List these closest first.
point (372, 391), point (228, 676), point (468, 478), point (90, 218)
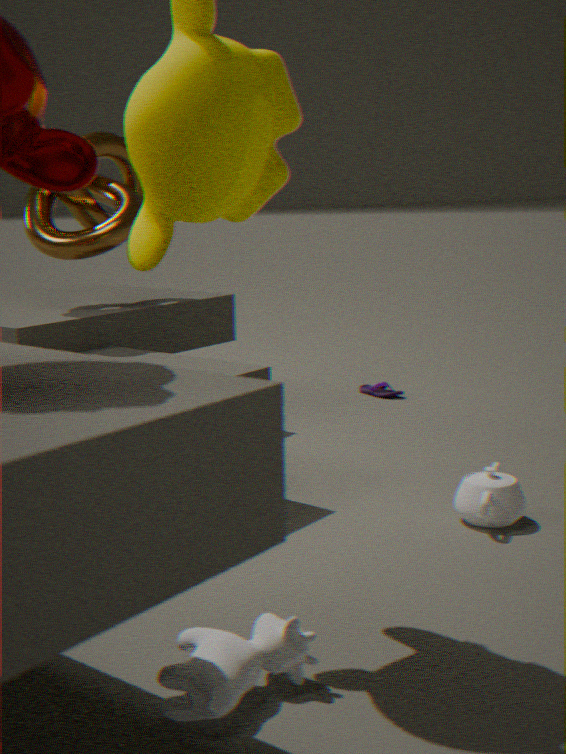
point (228, 676) → point (468, 478) → point (90, 218) → point (372, 391)
